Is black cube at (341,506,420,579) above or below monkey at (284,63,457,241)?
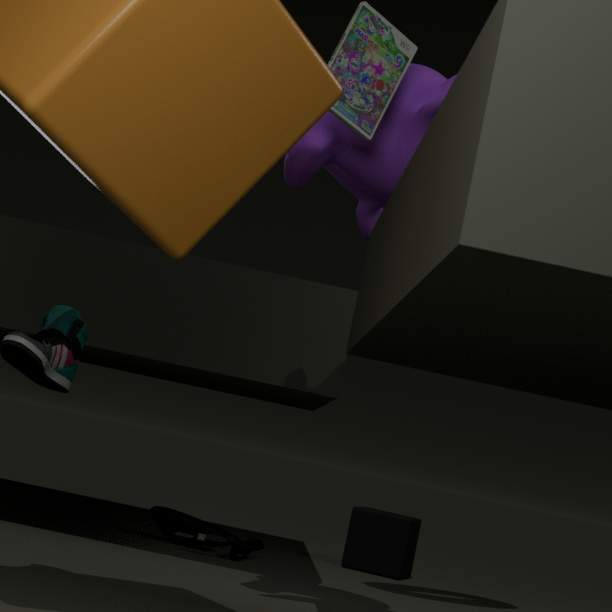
below
